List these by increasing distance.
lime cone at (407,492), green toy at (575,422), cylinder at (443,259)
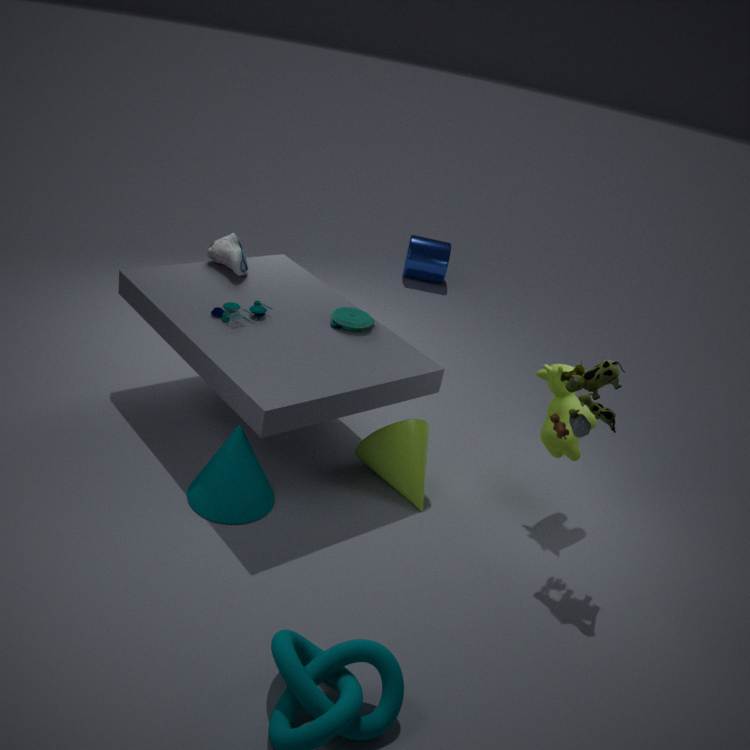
green toy at (575,422)
lime cone at (407,492)
cylinder at (443,259)
